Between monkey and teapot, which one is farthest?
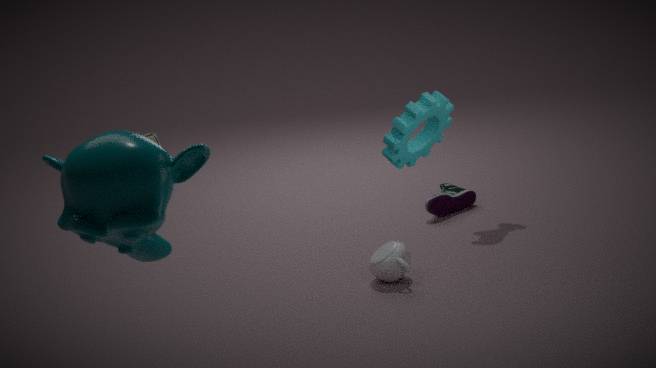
teapot
